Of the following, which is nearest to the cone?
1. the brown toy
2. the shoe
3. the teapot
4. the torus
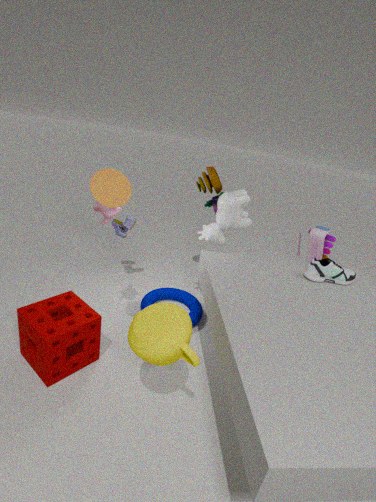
the teapot
